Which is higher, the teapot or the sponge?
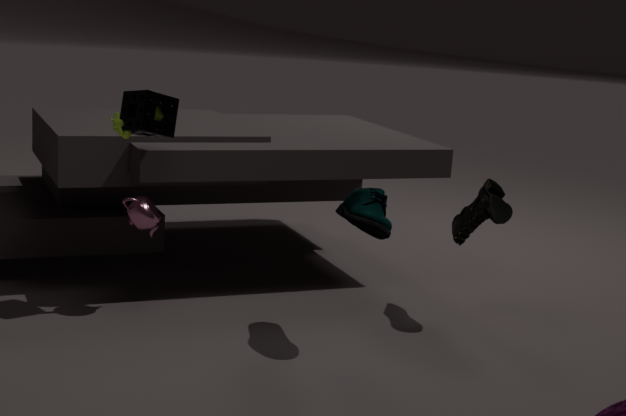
the sponge
